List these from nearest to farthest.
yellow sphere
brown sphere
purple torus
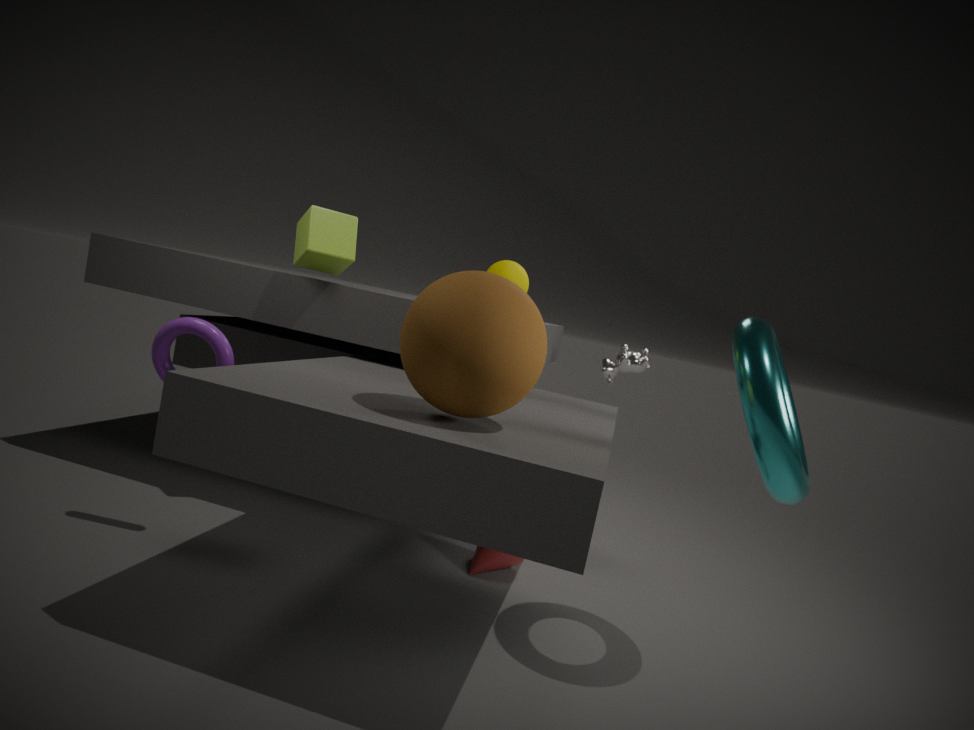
brown sphere, purple torus, yellow sphere
